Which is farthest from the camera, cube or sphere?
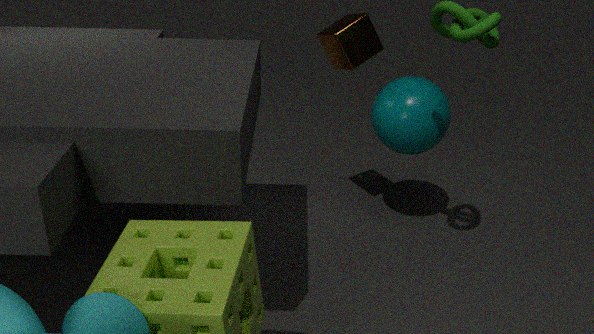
sphere
